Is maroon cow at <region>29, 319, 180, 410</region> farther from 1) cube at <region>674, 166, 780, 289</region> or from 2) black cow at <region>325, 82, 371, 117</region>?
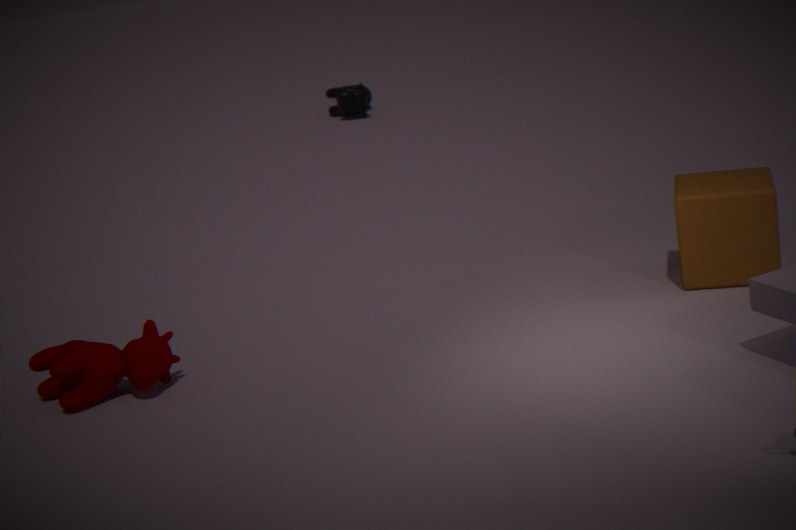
2) black cow at <region>325, 82, 371, 117</region>
